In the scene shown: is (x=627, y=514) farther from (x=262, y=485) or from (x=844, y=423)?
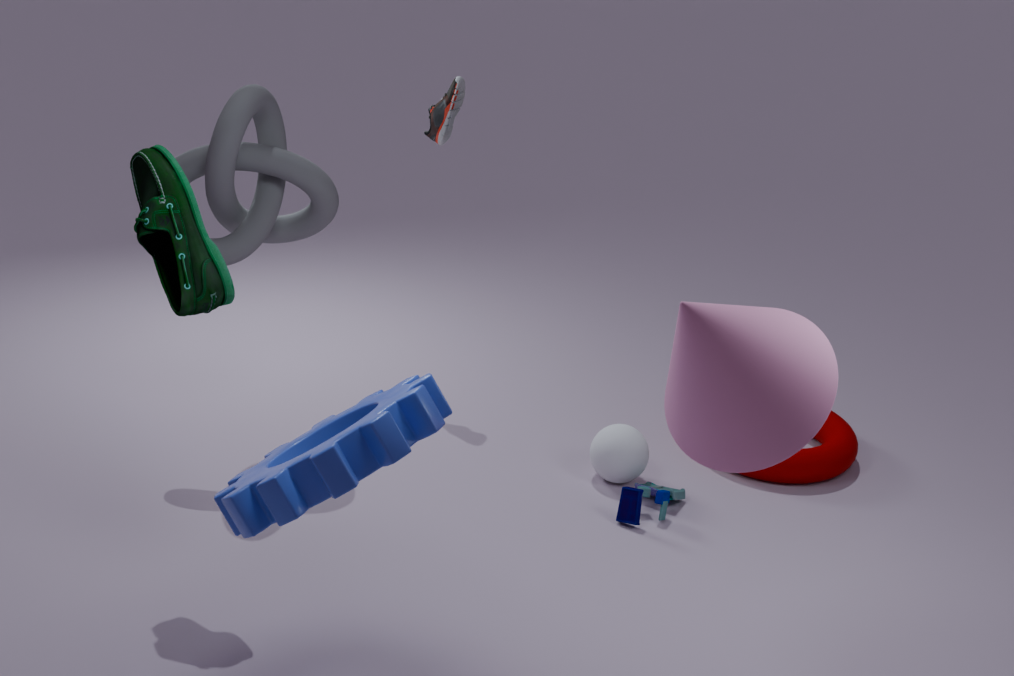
(x=262, y=485)
